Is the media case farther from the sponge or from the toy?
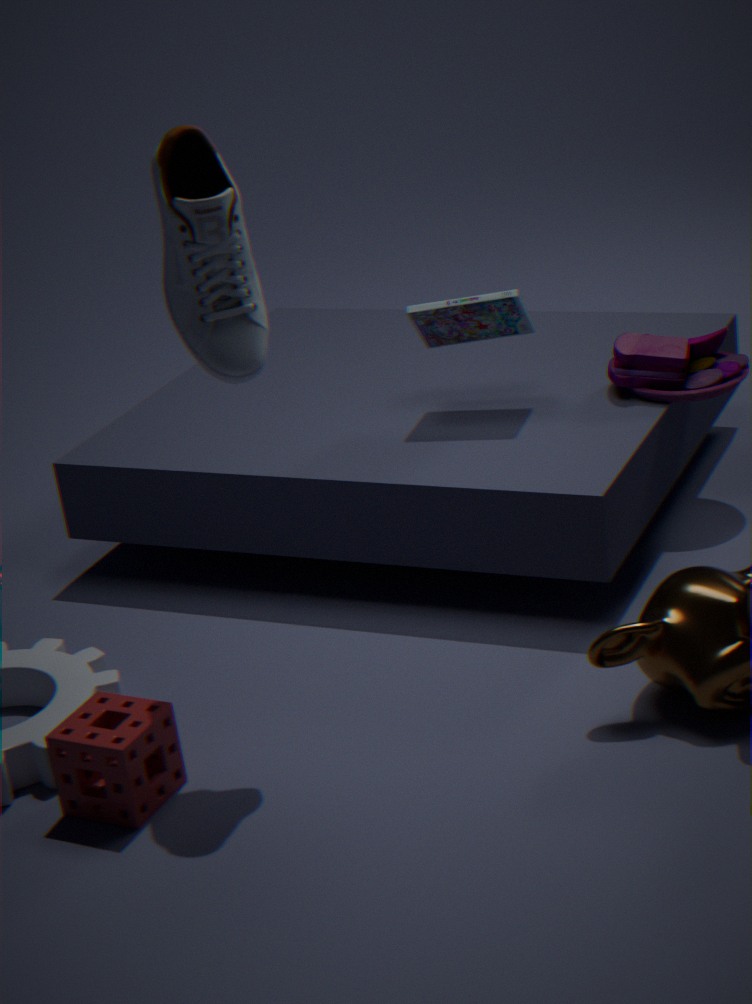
the sponge
